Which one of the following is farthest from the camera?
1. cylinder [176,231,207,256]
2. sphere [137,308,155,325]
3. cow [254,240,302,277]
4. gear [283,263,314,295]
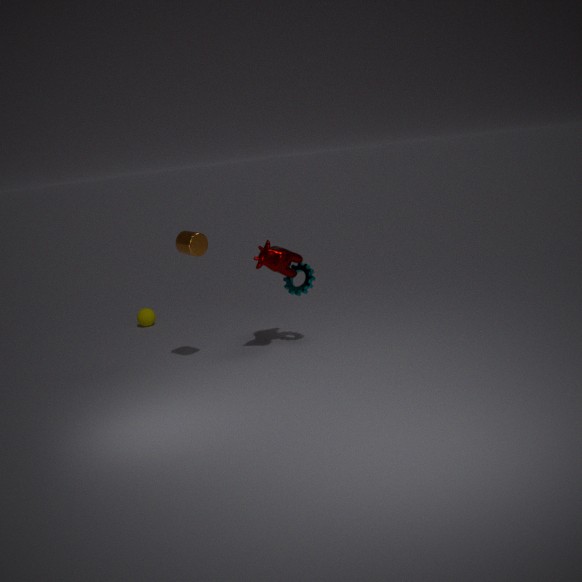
sphere [137,308,155,325]
